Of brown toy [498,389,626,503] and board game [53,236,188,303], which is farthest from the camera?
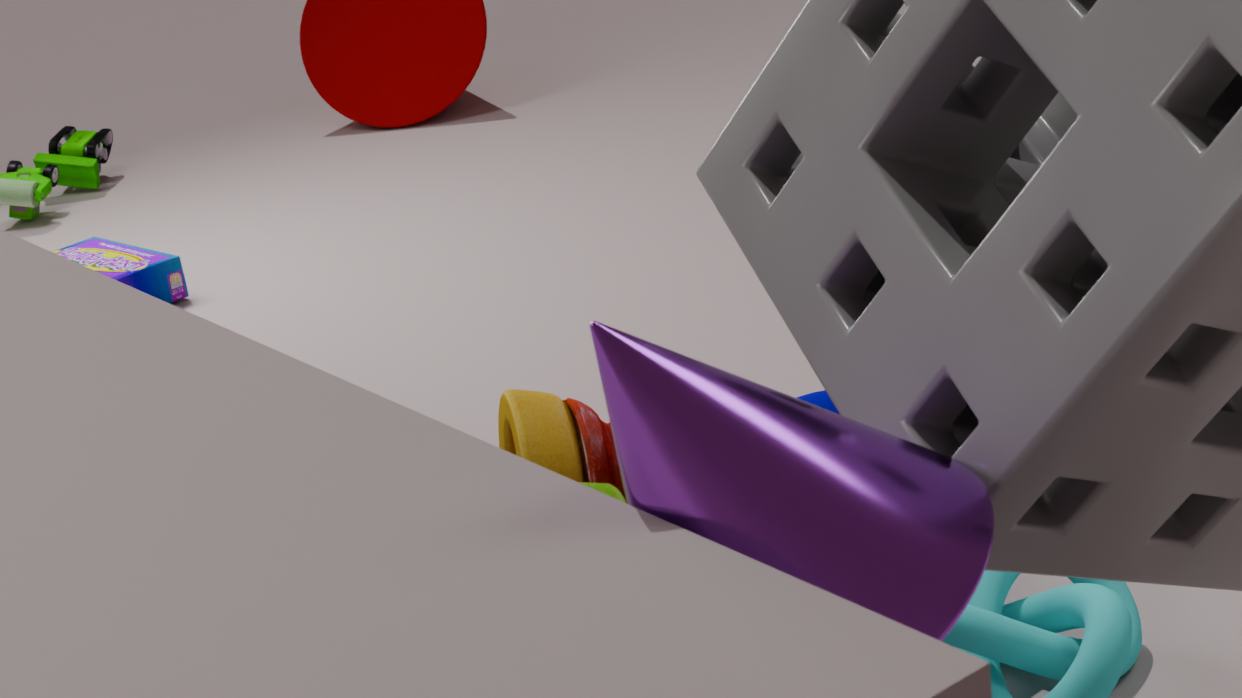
board game [53,236,188,303]
